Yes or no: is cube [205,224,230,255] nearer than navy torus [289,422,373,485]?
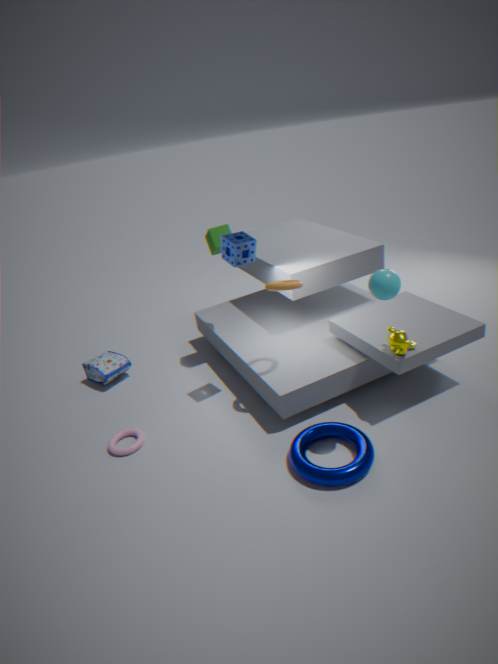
No
